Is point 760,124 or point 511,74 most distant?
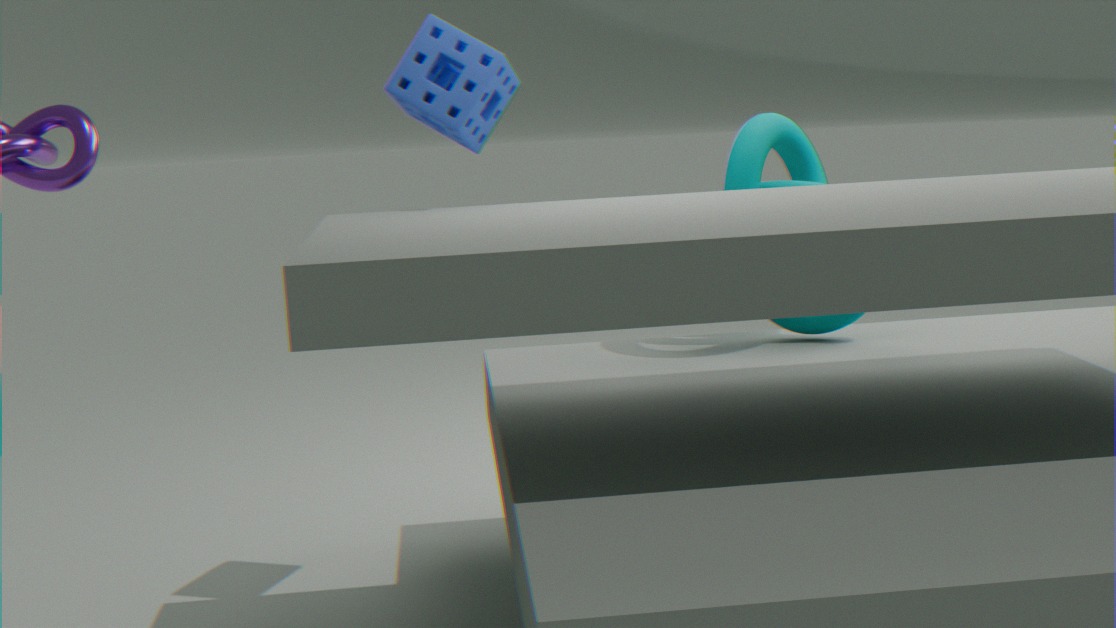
point 760,124
